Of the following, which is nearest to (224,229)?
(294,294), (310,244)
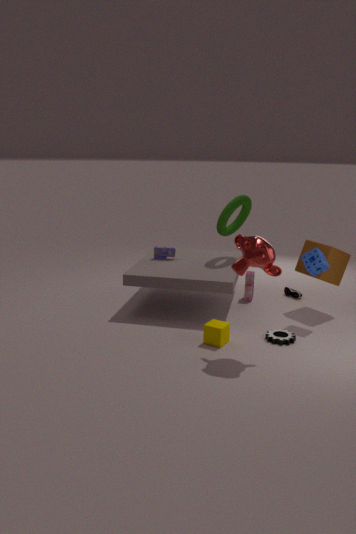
(310,244)
